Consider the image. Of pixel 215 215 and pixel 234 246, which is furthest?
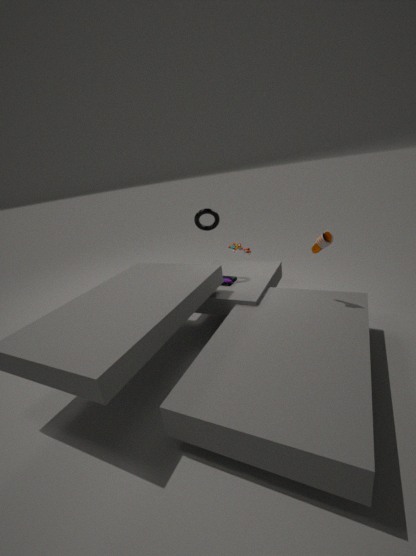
pixel 234 246
